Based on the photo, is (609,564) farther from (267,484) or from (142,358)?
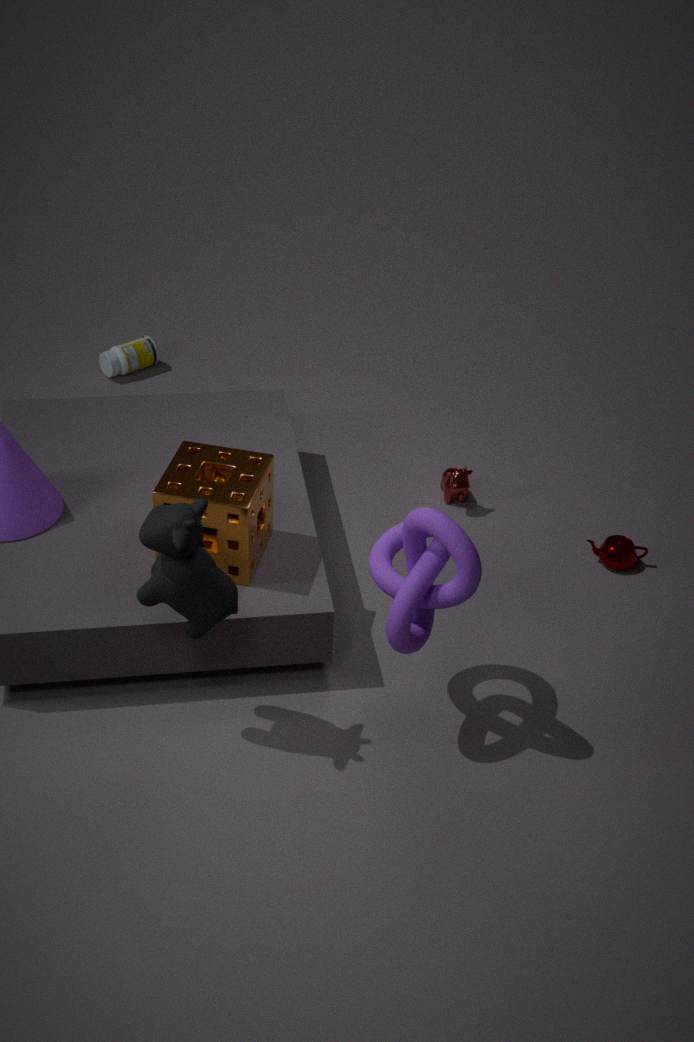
(142,358)
